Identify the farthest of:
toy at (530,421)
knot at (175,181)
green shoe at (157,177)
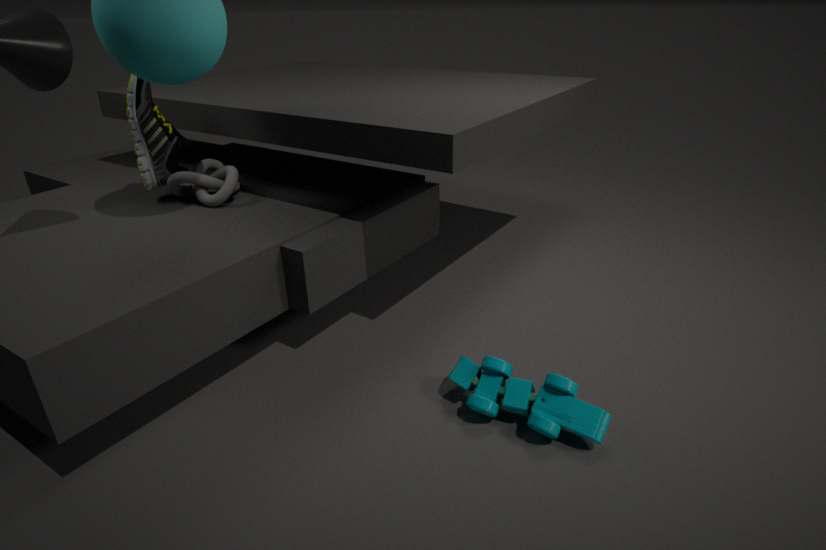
knot at (175,181)
